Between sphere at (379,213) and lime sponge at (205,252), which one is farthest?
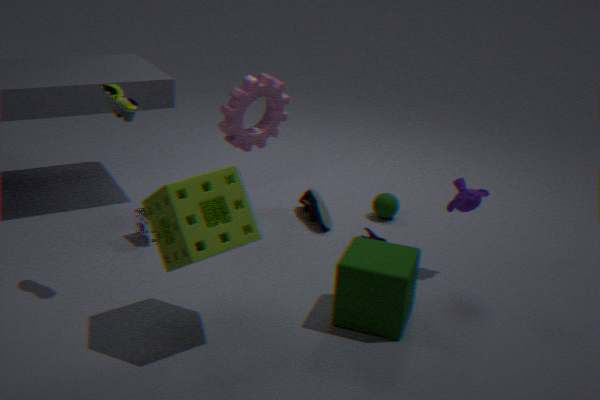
sphere at (379,213)
